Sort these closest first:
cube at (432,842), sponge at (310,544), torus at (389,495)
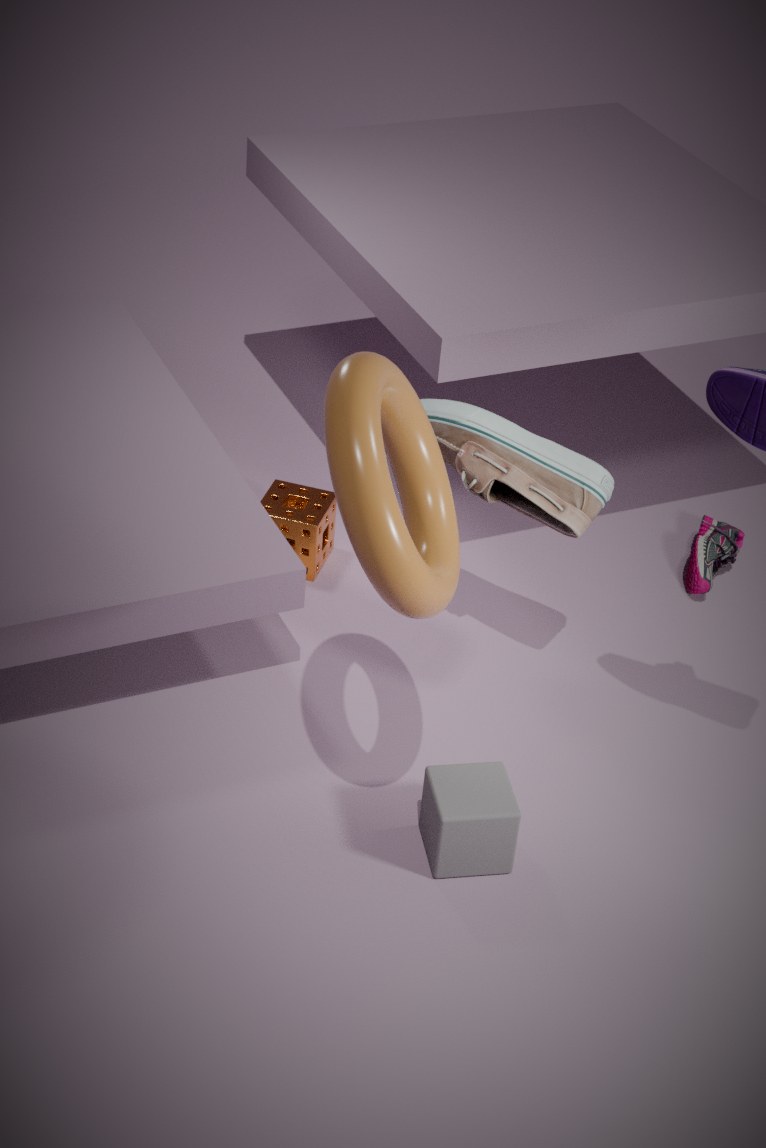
torus at (389,495) → cube at (432,842) → sponge at (310,544)
